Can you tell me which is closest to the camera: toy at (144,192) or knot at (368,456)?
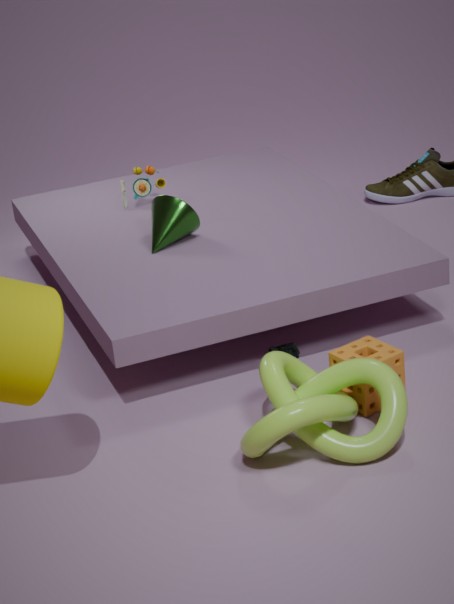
knot at (368,456)
